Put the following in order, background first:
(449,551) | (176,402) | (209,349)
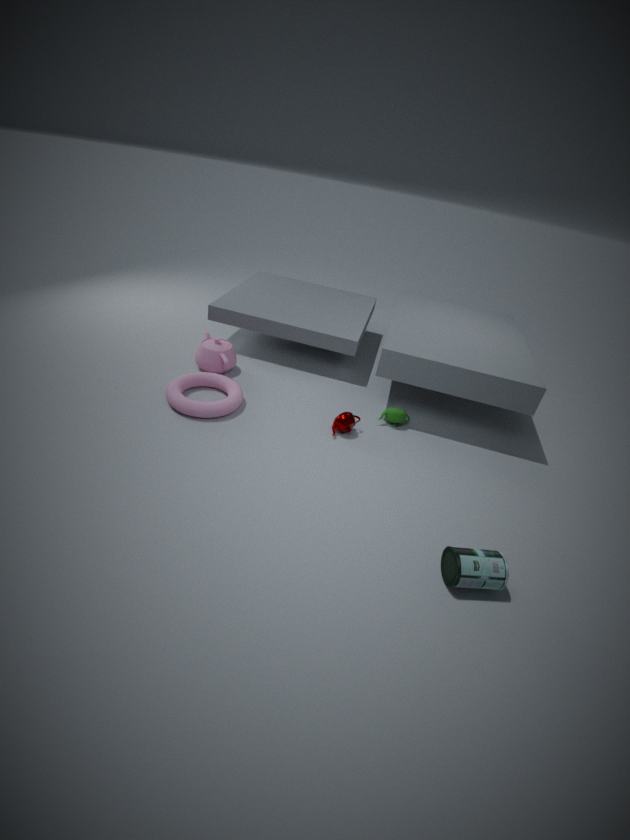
1. (209,349)
2. (176,402)
3. (449,551)
